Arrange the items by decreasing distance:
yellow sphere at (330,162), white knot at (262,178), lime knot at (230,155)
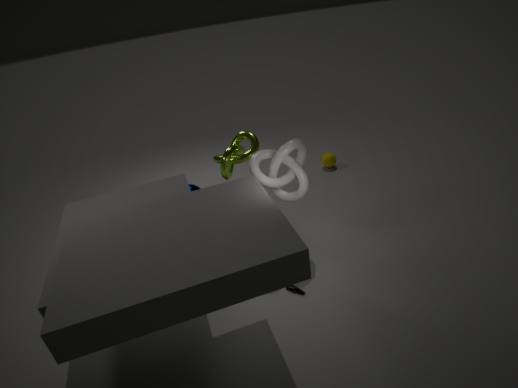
yellow sphere at (330,162), lime knot at (230,155), white knot at (262,178)
